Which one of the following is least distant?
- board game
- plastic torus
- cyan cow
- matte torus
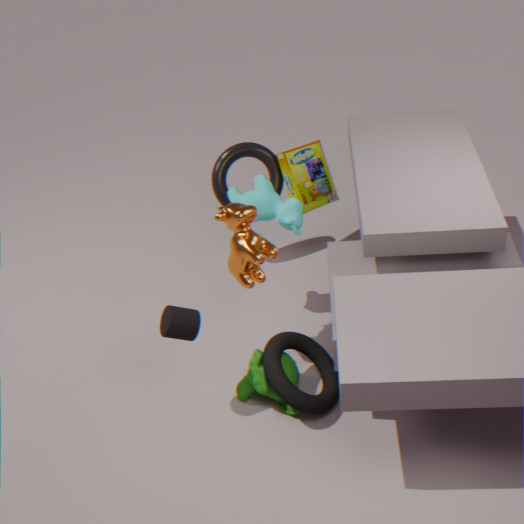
matte torus
